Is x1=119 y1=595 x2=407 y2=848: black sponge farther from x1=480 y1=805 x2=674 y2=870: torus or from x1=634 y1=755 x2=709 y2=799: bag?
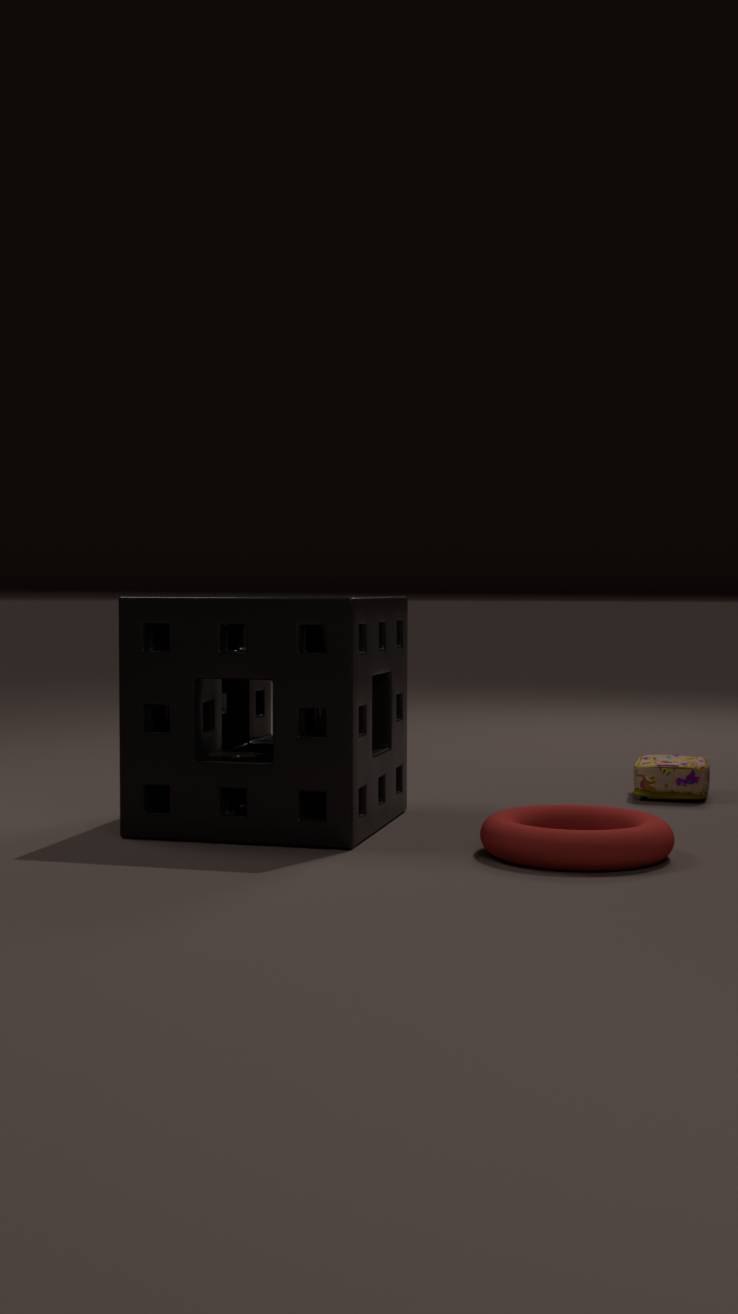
x1=634 y1=755 x2=709 y2=799: bag
